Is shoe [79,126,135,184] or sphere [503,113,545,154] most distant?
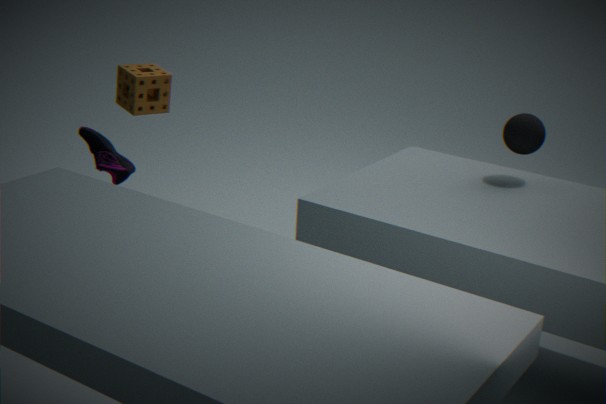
shoe [79,126,135,184]
